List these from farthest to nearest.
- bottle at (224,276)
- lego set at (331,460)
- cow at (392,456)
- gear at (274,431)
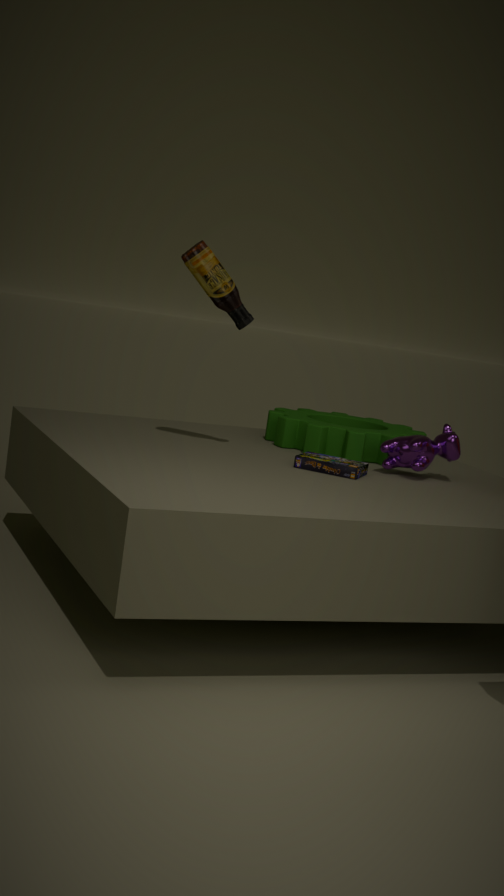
gear at (274,431) → cow at (392,456) → bottle at (224,276) → lego set at (331,460)
